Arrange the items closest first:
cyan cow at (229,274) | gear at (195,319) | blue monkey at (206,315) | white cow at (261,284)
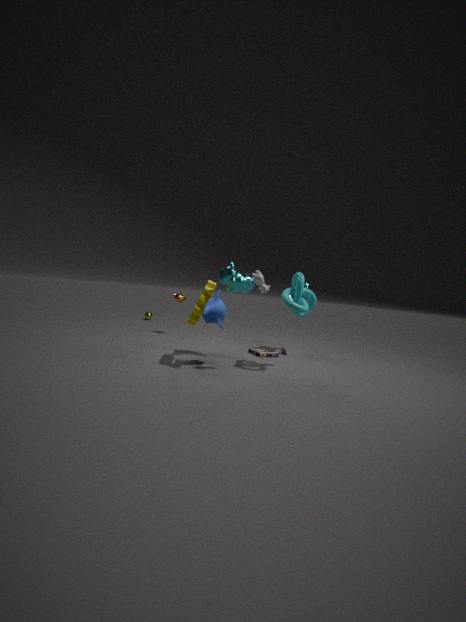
cyan cow at (229,274) < white cow at (261,284) < gear at (195,319) < blue monkey at (206,315)
